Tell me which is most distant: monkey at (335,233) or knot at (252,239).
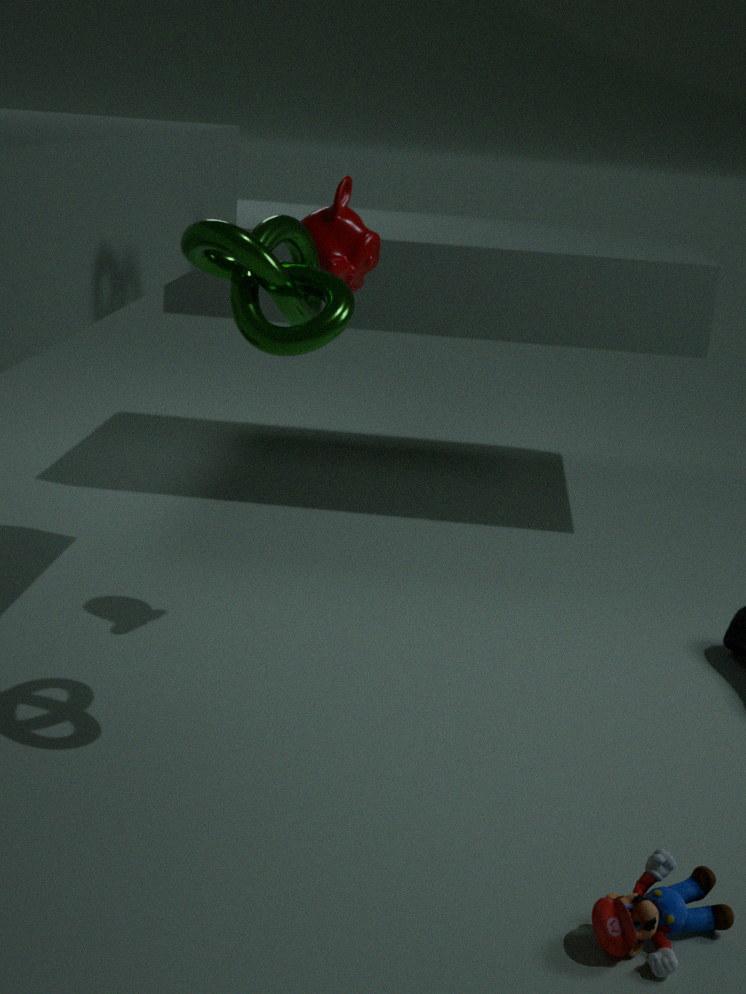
monkey at (335,233)
